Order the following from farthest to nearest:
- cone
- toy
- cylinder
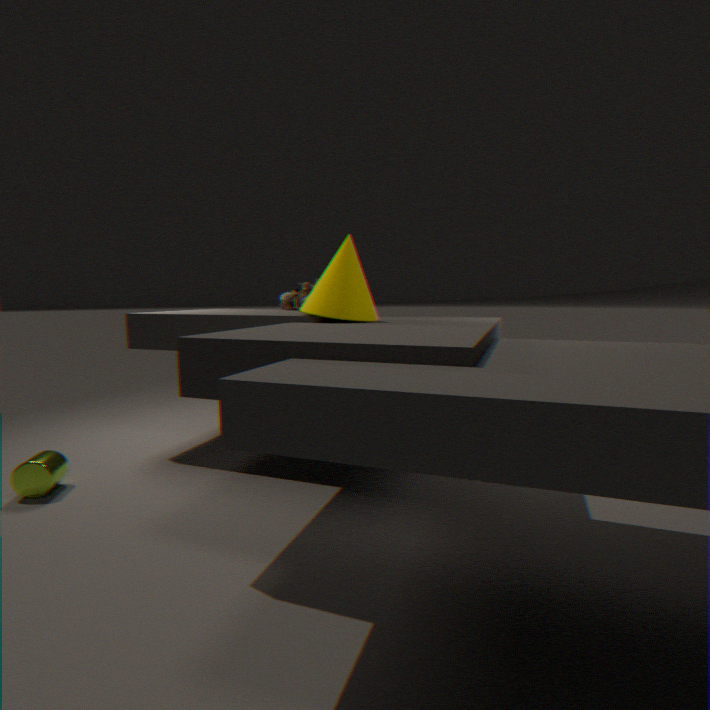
toy, cone, cylinder
